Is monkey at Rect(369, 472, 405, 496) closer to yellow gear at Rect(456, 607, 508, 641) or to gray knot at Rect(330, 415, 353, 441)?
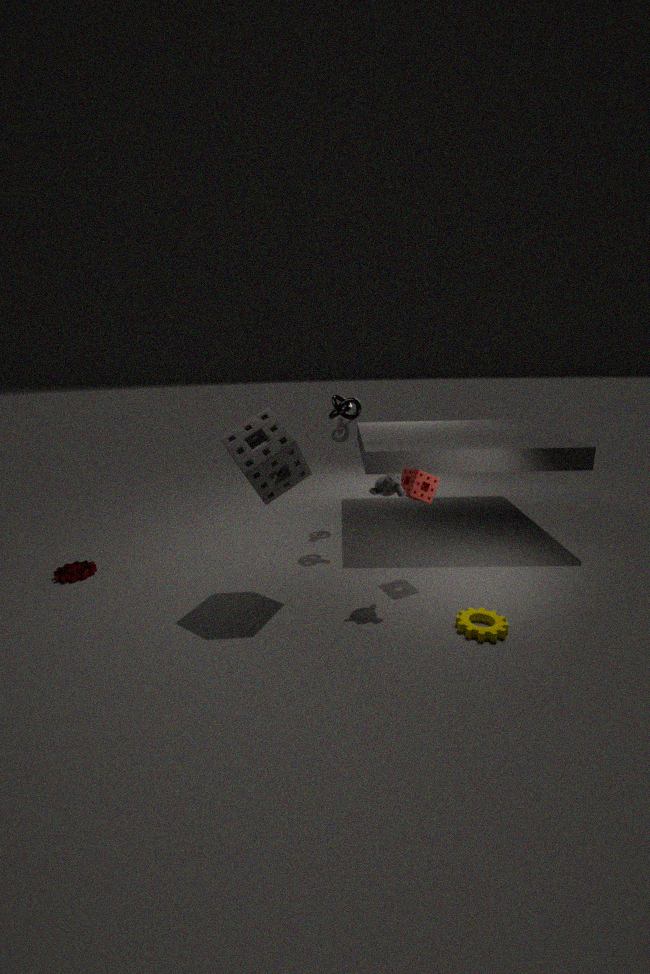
yellow gear at Rect(456, 607, 508, 641)
